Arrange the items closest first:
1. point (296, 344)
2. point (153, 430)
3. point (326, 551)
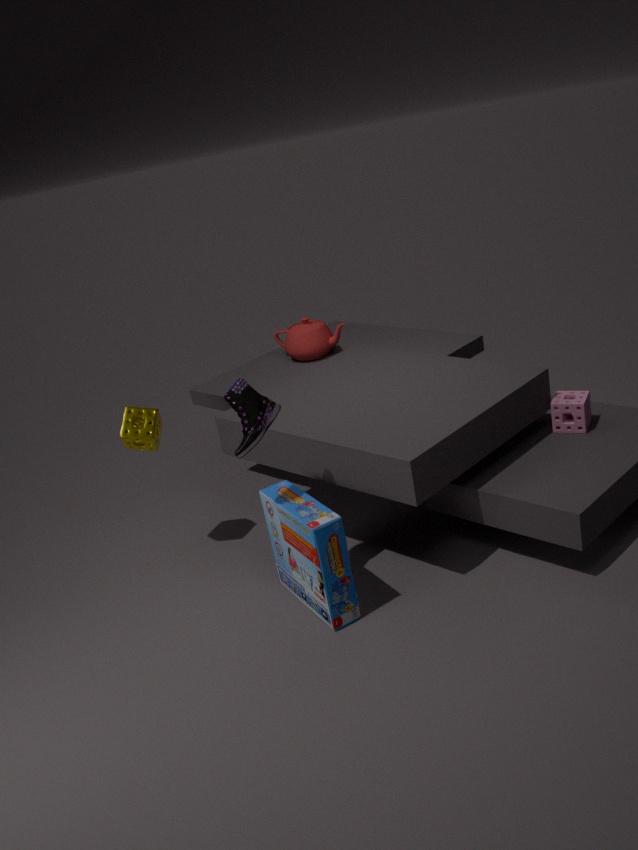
point (326, 551) < point (153, 430) < point (296, 344)
